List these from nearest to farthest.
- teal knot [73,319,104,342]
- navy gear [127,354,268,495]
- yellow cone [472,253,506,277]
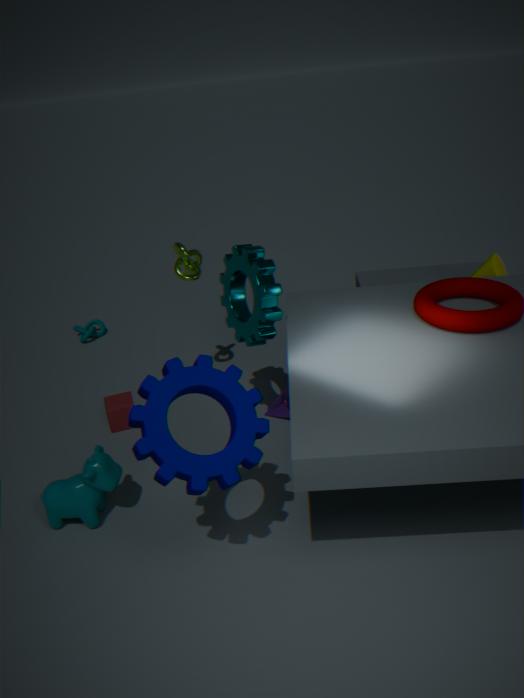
navy gear [127,354,268,495], yellow cone [472,253,506,277], teal knot [73,319,104,342]
